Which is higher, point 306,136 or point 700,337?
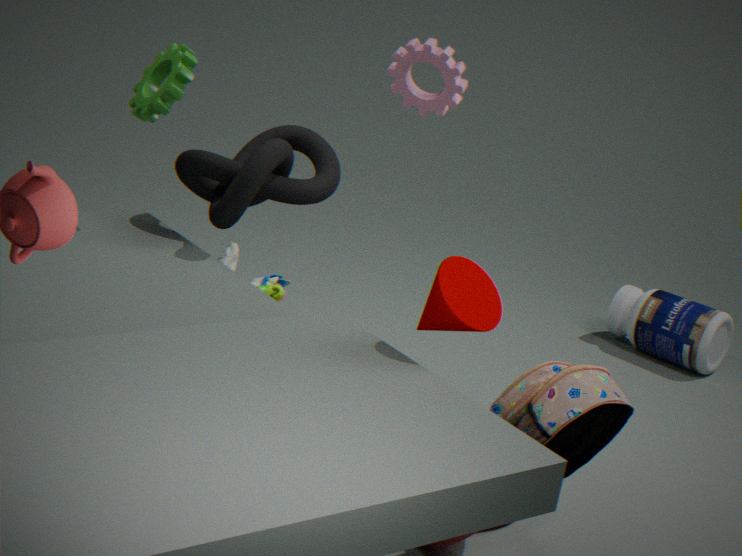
point 306,136
